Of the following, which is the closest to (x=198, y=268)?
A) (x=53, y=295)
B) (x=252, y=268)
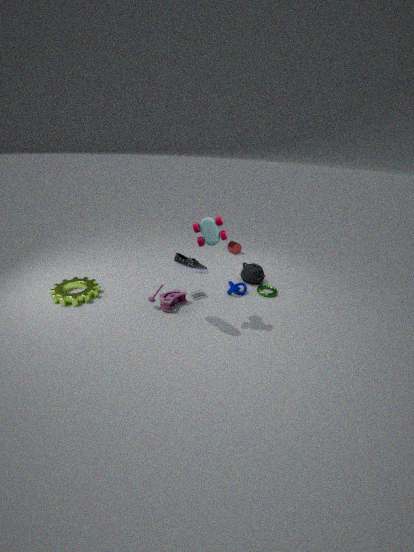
(x=252, y=268)
